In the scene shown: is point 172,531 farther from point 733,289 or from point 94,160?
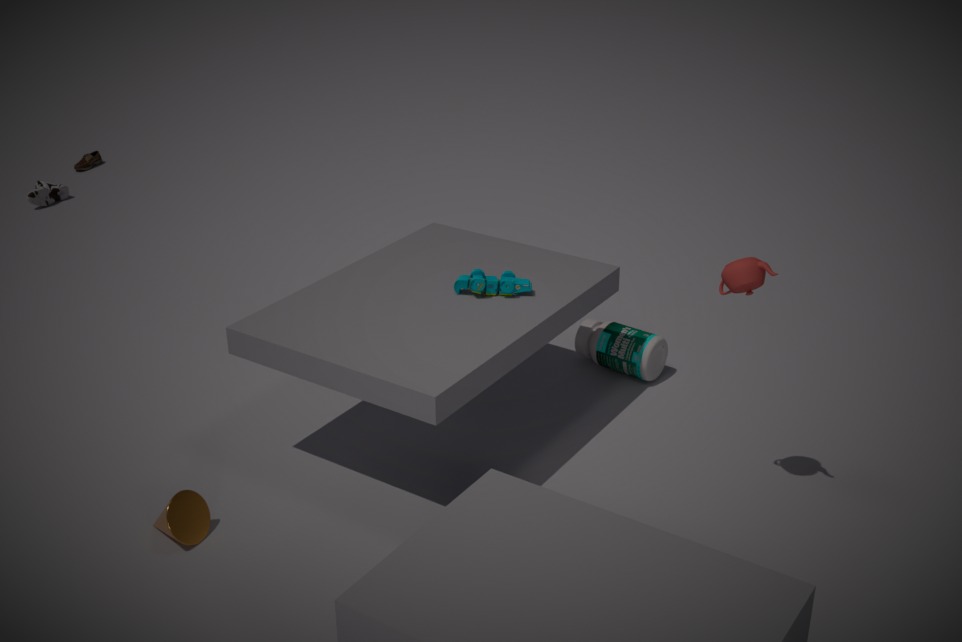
point 94,160
